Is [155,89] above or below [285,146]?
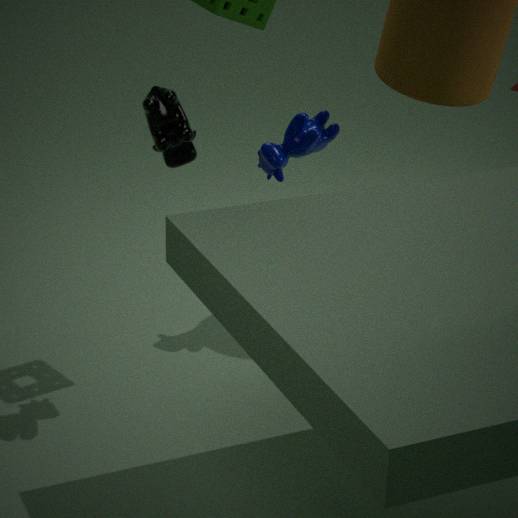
above
